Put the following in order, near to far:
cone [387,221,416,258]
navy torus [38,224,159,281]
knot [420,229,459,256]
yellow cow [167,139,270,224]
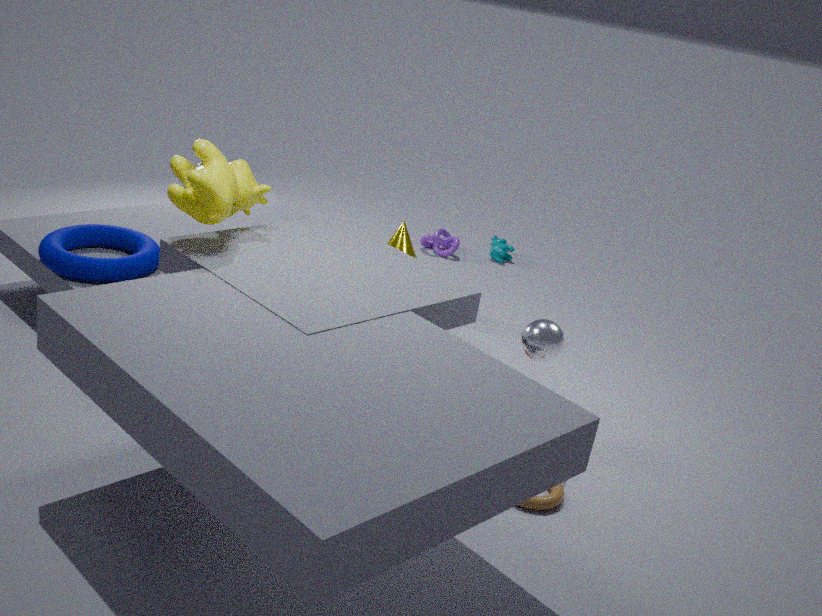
yellow cow [167,139,270,224] → navy torus [38,224,159,281] → cone [387,221,416,258] → knot [420,229,459,256]
